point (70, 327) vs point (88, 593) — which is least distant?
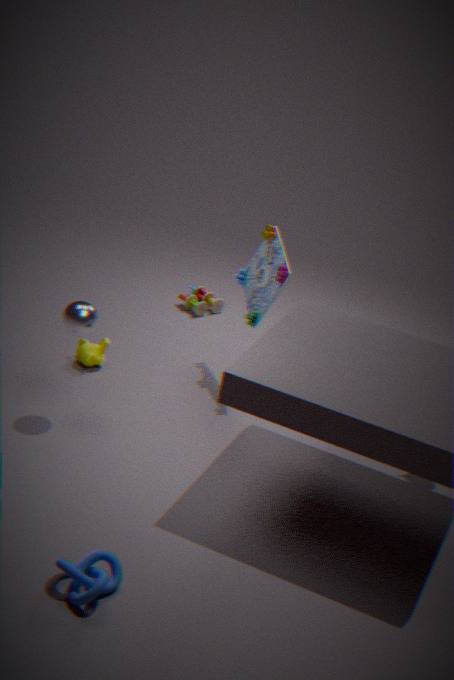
point (88, 593)
